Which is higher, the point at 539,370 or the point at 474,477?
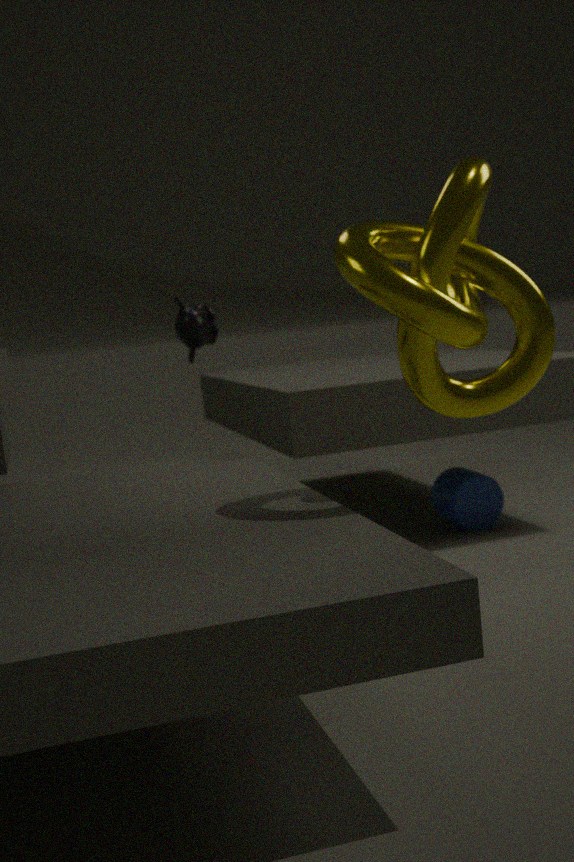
the point at 539,370
